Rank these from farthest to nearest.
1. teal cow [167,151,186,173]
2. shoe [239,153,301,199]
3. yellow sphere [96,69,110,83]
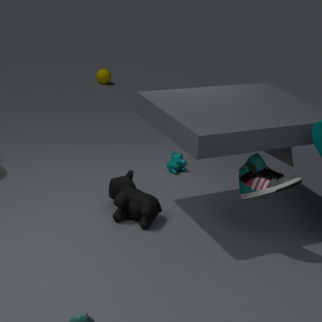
1. yellow sphere [96,69,110,83]
2. teal cow [167,151,186,173]
3. shoe [239,153,301,199]
